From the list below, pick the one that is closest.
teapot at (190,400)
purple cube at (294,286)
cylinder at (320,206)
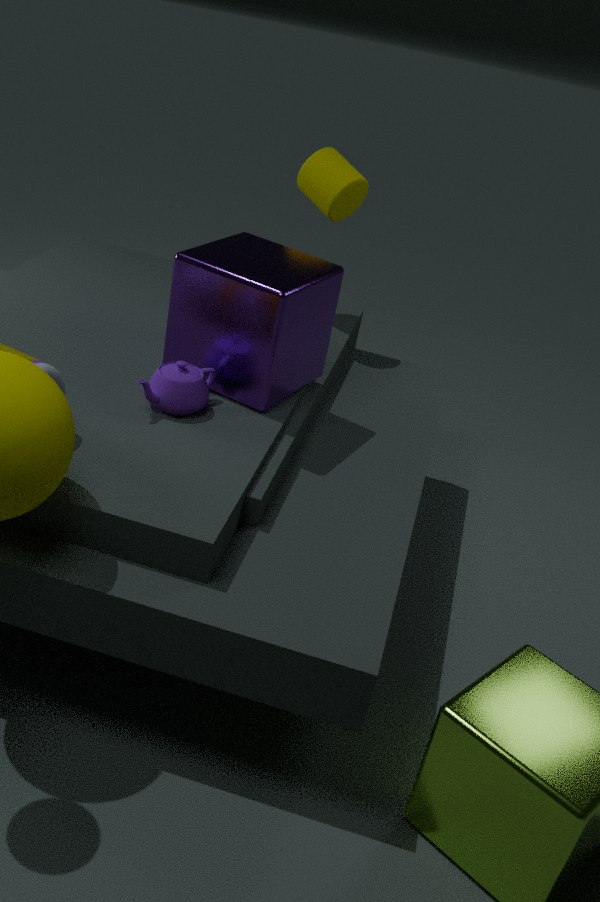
teapot at (190,400)
